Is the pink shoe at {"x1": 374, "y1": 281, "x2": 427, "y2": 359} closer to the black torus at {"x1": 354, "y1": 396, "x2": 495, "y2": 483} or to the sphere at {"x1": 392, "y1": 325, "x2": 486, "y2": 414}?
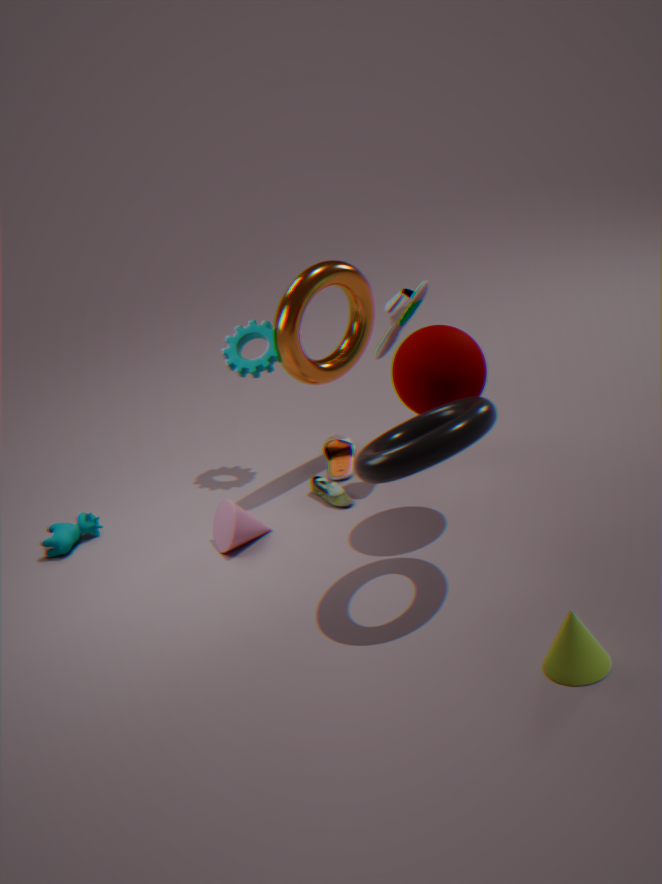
the sphere at {"x1": 392, "y1": 325, "x2": 486, "y2": 414}
